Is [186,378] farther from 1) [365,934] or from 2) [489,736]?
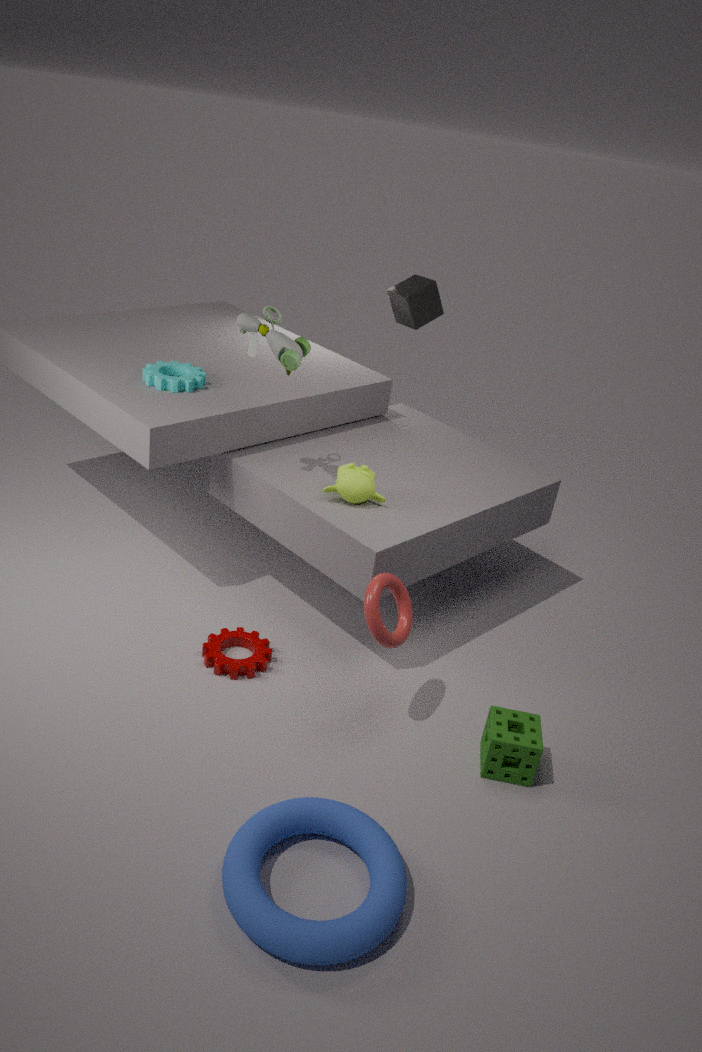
1) [365,934]
